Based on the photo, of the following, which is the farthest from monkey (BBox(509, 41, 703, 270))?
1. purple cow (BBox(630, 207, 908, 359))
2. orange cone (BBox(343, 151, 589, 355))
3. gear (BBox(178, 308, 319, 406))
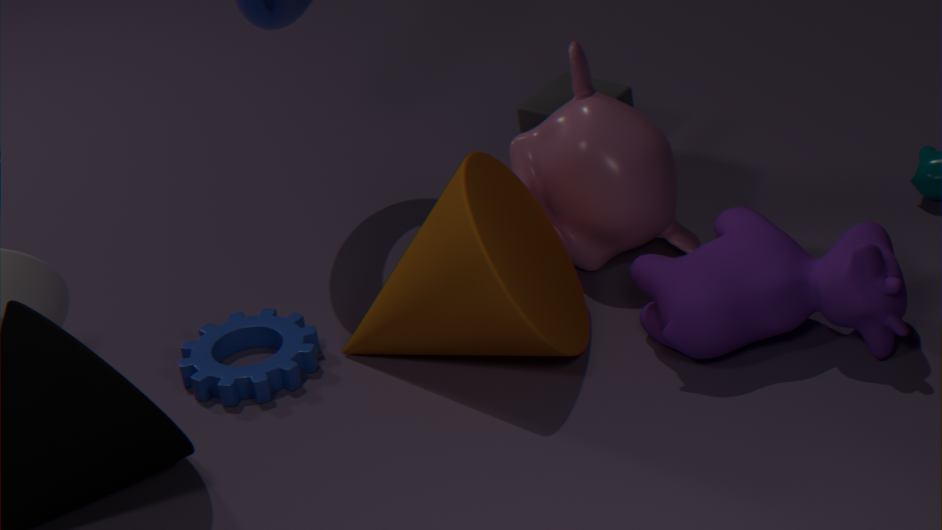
gear (BBox(178, 308, 319, 406))
